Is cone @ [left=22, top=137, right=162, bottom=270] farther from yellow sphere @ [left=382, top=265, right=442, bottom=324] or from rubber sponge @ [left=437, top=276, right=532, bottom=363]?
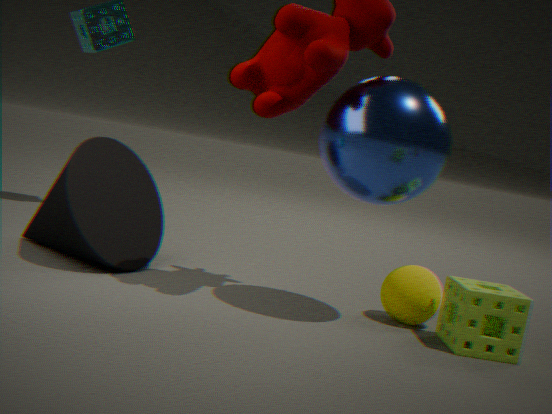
rubber sponge @ [left=437, top=276, right=532, bottom=363]
